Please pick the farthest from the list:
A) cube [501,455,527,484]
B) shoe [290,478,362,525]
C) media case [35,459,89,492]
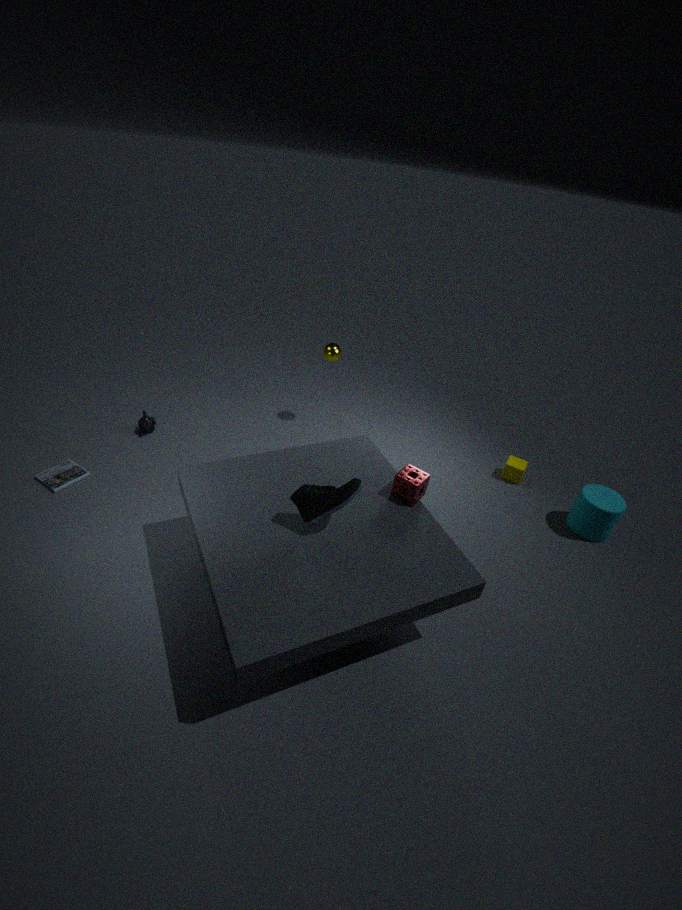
cube [501,455,527,484]
